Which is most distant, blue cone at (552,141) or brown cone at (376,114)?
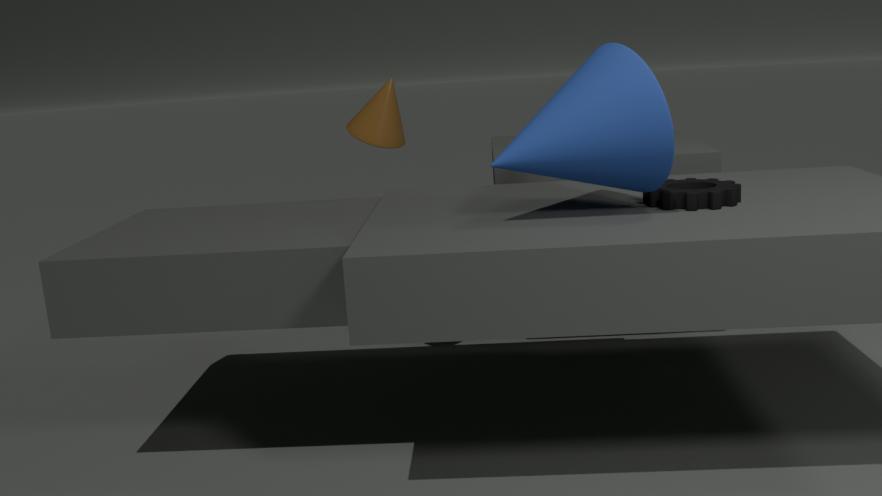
brown cone at (376,114)
